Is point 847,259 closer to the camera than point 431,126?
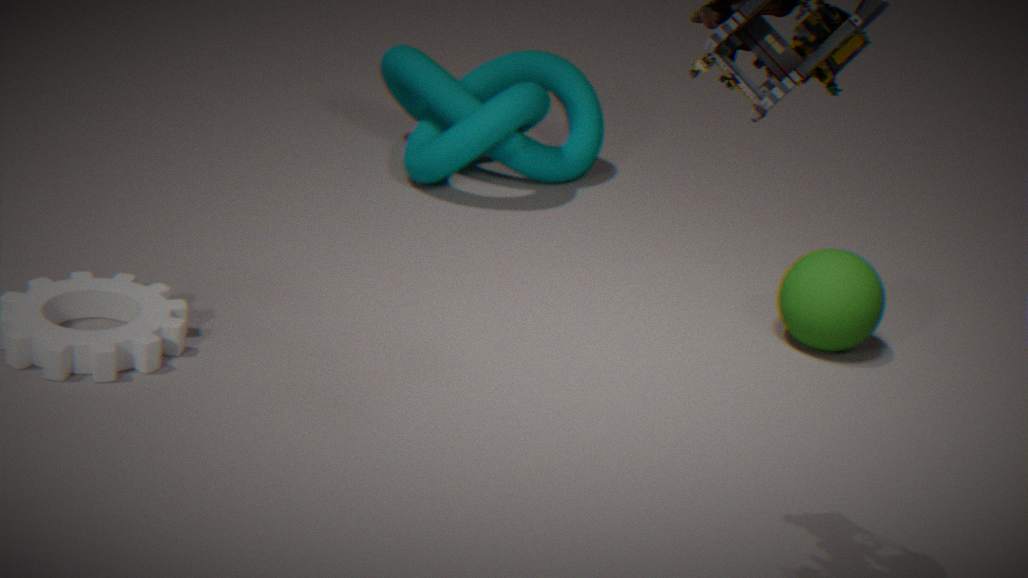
Yes
